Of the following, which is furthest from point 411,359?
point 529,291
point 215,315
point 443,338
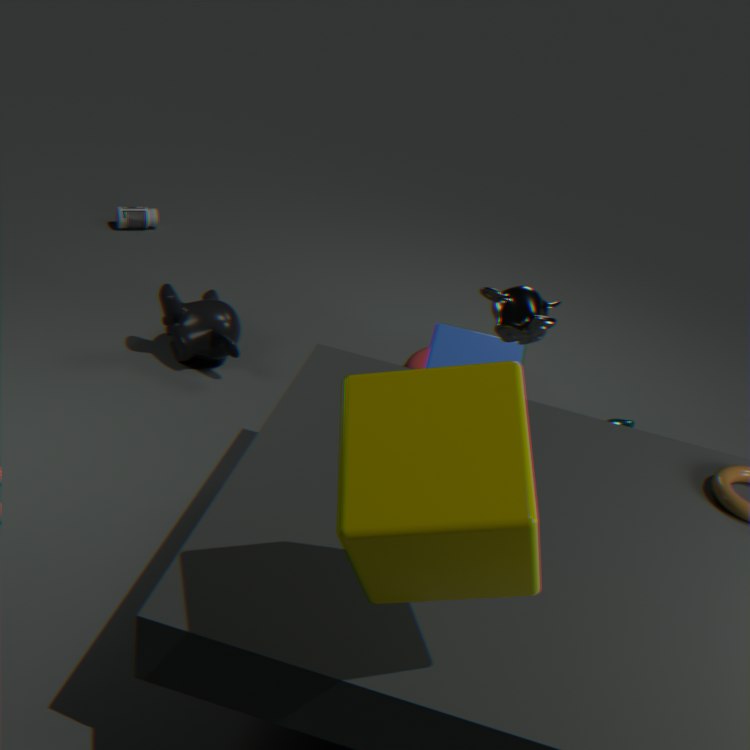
point 529,291
